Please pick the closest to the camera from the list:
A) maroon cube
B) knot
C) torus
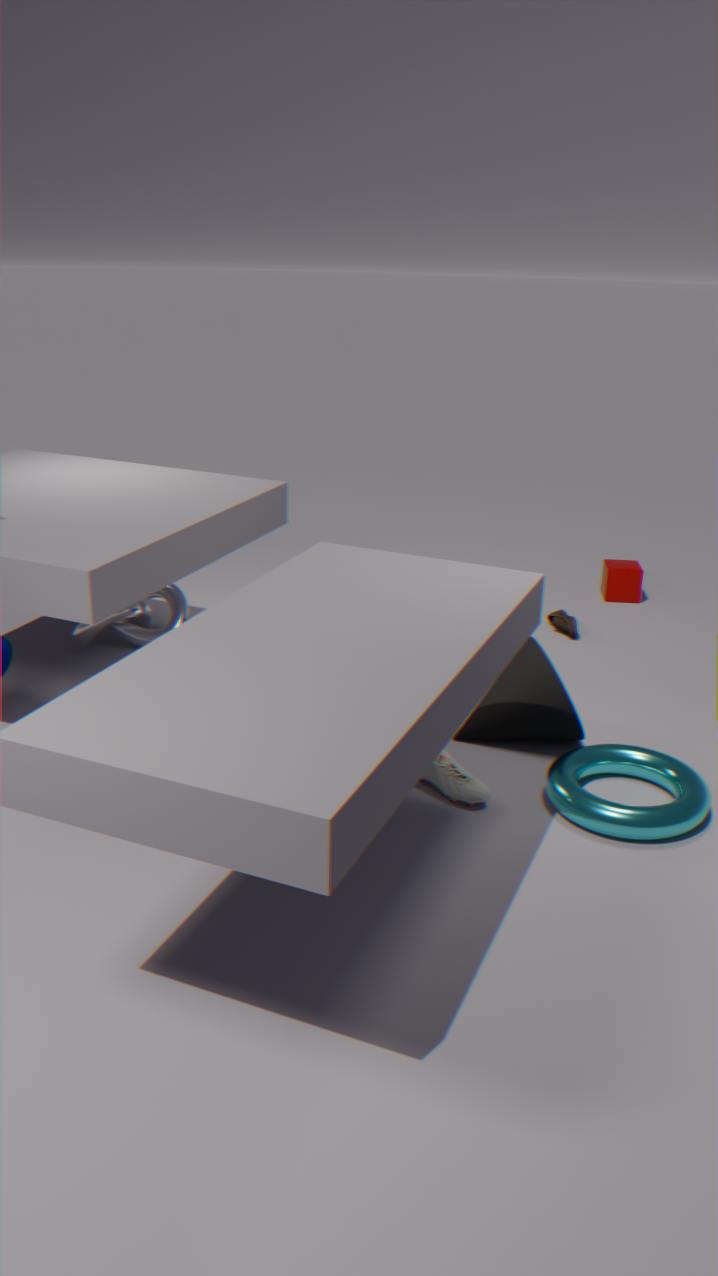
torus
